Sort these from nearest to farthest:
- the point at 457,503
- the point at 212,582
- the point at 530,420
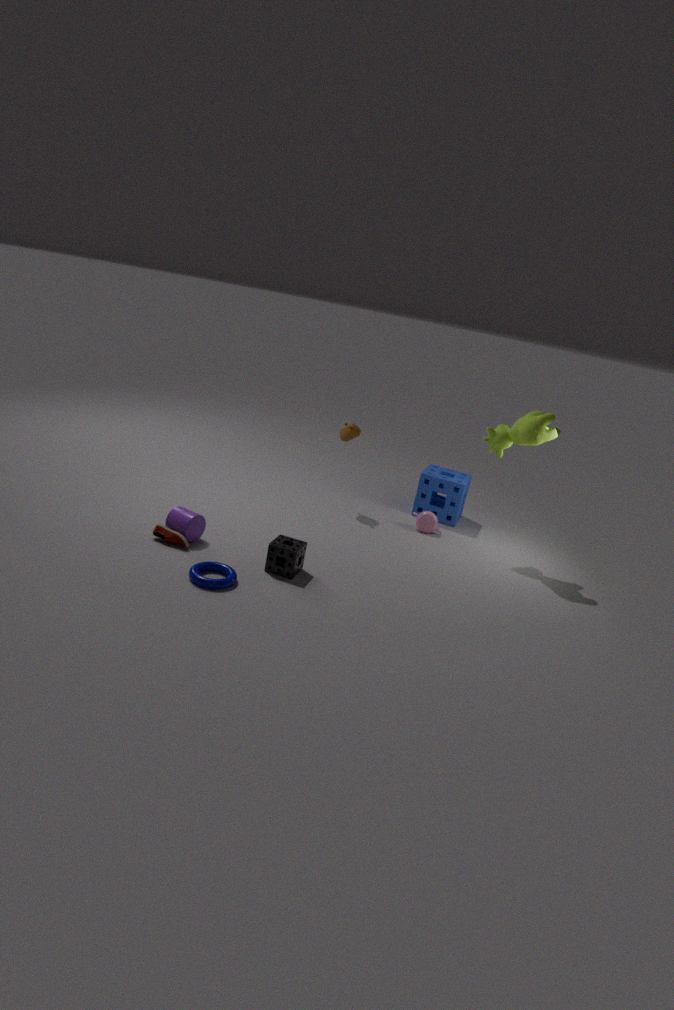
1. the point at 212,582
2. the point at 530,420
3. the point at 457,503
